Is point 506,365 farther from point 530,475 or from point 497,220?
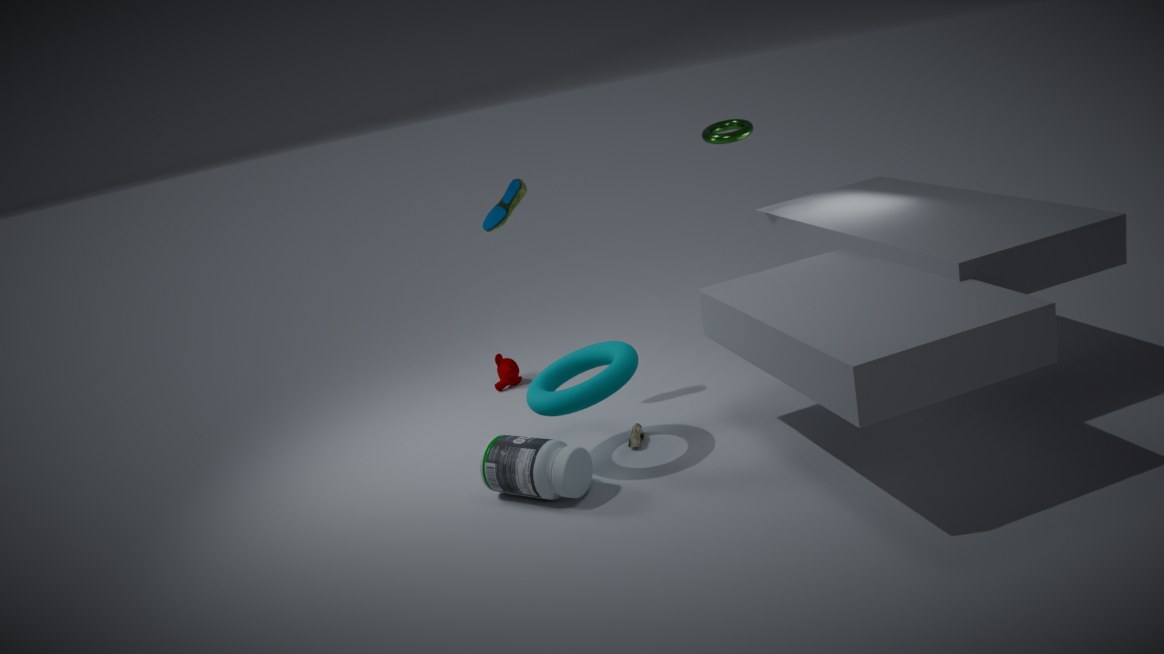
point 530,475
